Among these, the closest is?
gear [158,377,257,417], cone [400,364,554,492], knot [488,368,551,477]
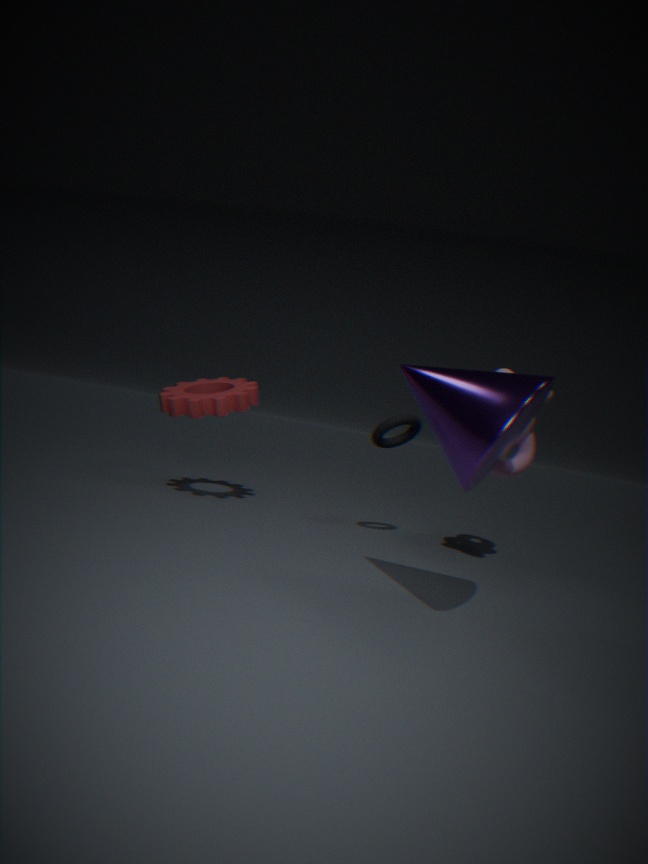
cone [400,364,554,492]
